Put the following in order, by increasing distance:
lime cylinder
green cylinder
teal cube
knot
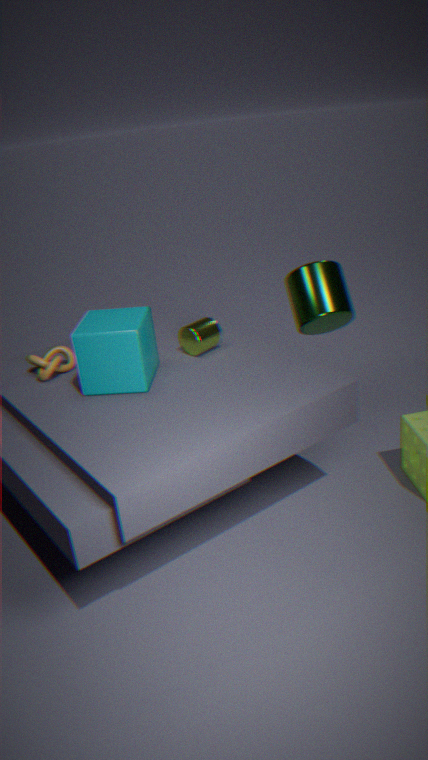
teal cube < knot < lime cylinder < green cylinder
